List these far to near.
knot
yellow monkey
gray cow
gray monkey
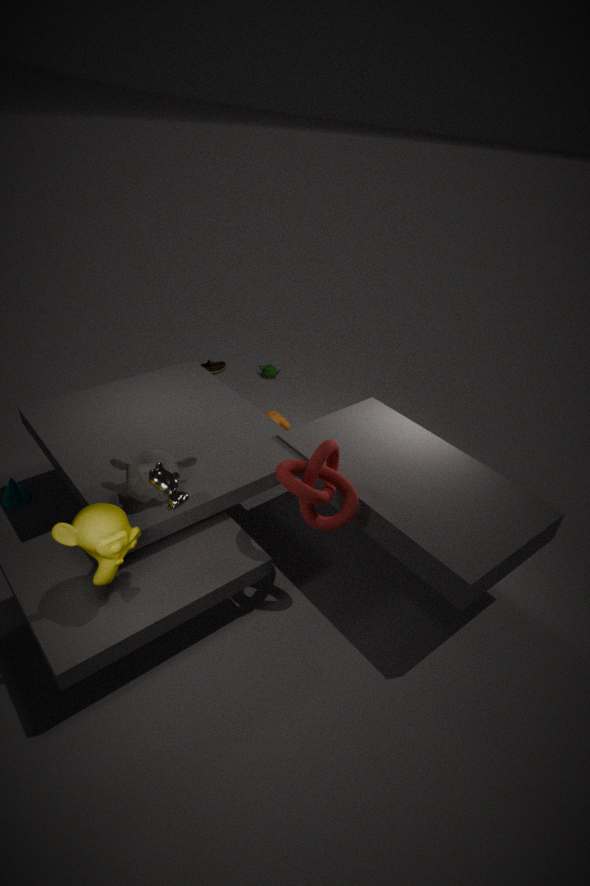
knot, gray monkey, gray cow, yellow monkey
